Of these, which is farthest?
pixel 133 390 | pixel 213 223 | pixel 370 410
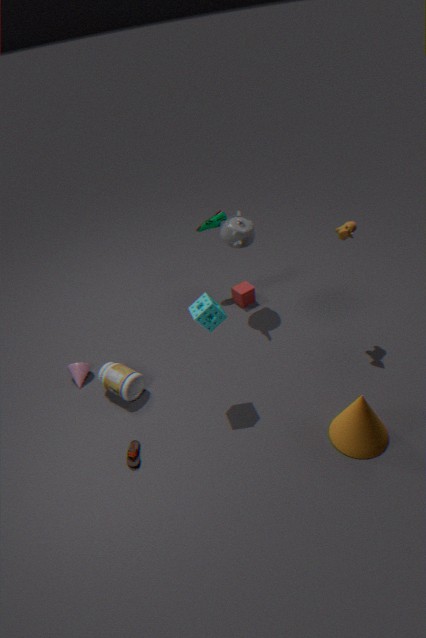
pixel 213 223
